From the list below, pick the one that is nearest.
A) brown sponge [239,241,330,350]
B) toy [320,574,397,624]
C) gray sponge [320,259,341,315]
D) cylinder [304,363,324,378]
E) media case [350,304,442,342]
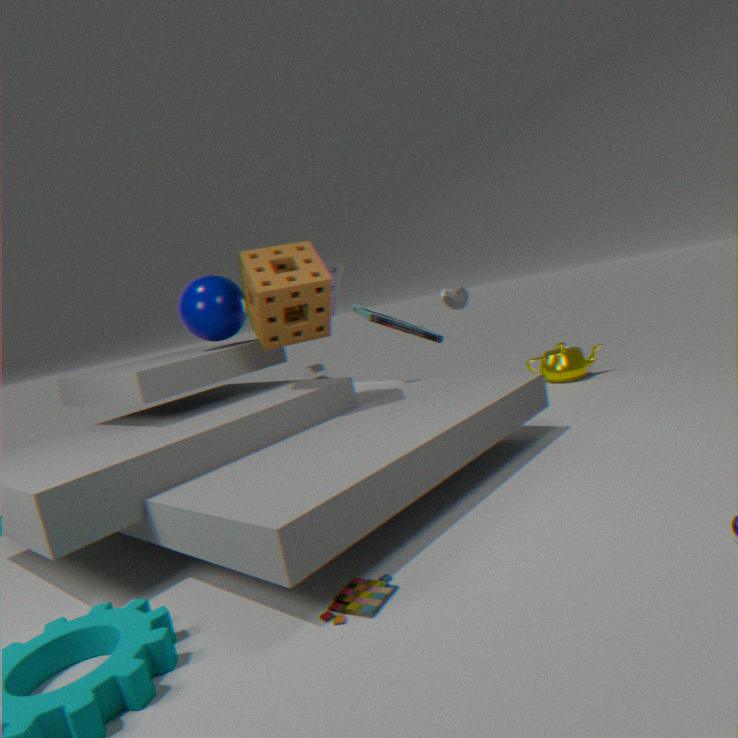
toy [320,574,397,624]
